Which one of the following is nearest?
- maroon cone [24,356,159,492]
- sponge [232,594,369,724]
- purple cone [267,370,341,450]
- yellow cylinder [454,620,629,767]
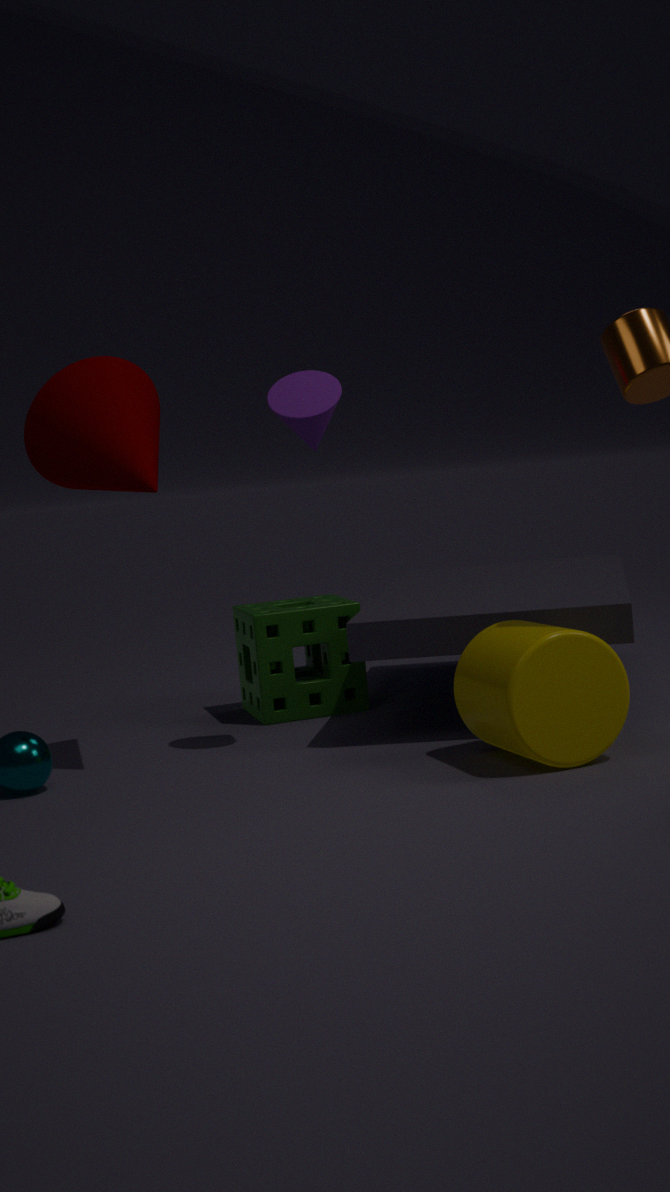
yellow cylinder [454,620,629,767]
